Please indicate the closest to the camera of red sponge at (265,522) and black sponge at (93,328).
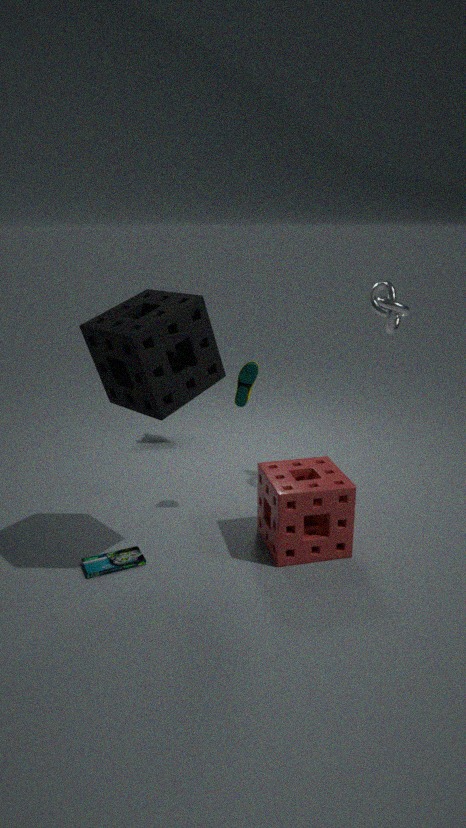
black sponge at (93,328)
